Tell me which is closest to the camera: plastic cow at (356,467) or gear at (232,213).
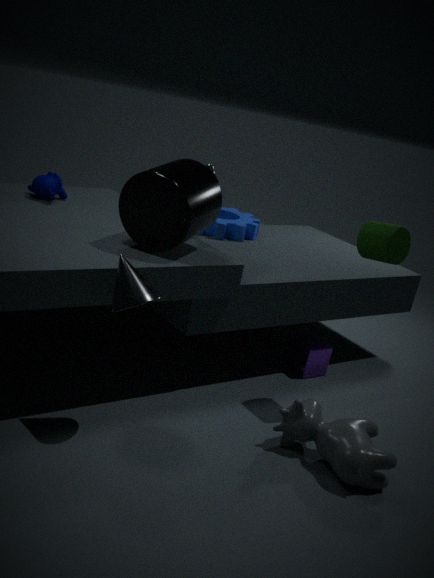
plastic cow at (356,467)
